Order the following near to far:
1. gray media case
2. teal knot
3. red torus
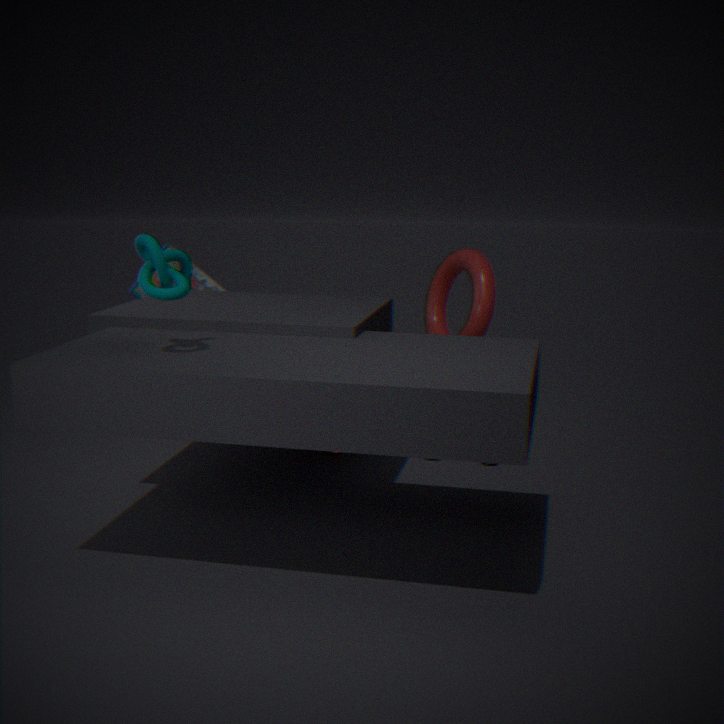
teal knot, red torus, gray media case
